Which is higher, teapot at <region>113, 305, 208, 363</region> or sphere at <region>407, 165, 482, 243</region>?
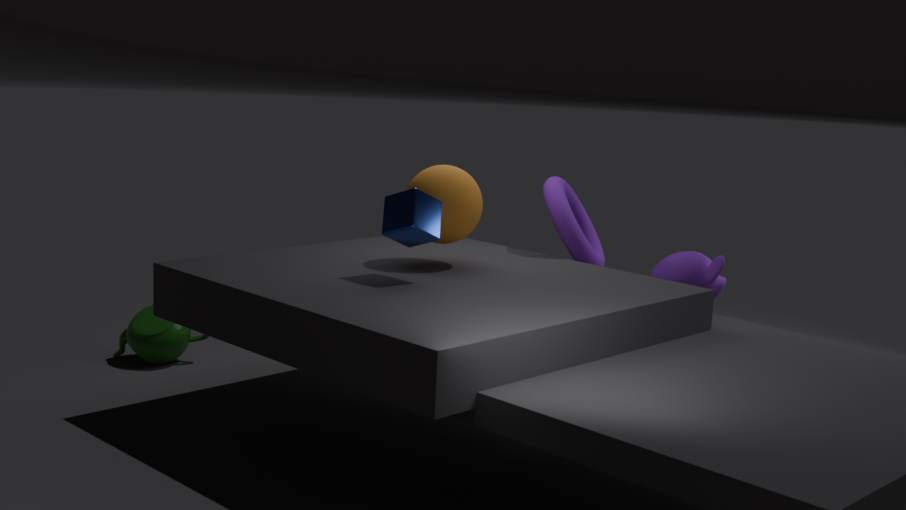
sphere at <region>407, 165, 482, 243</region>
